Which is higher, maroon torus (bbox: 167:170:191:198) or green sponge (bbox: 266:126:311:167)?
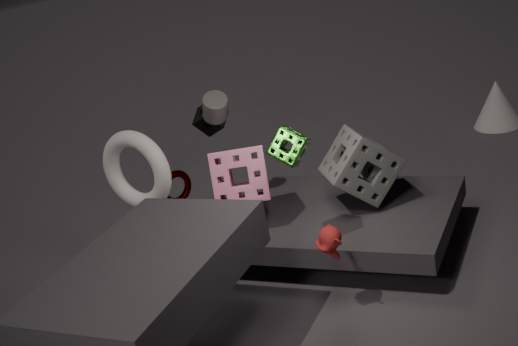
green sponge (bbox: 266:126:311:167)
